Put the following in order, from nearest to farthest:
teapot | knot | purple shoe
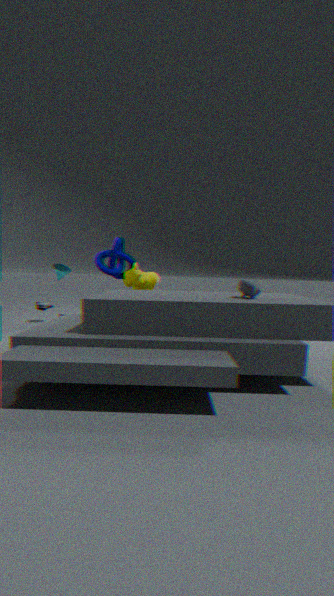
teapot
purple shoe
knot
